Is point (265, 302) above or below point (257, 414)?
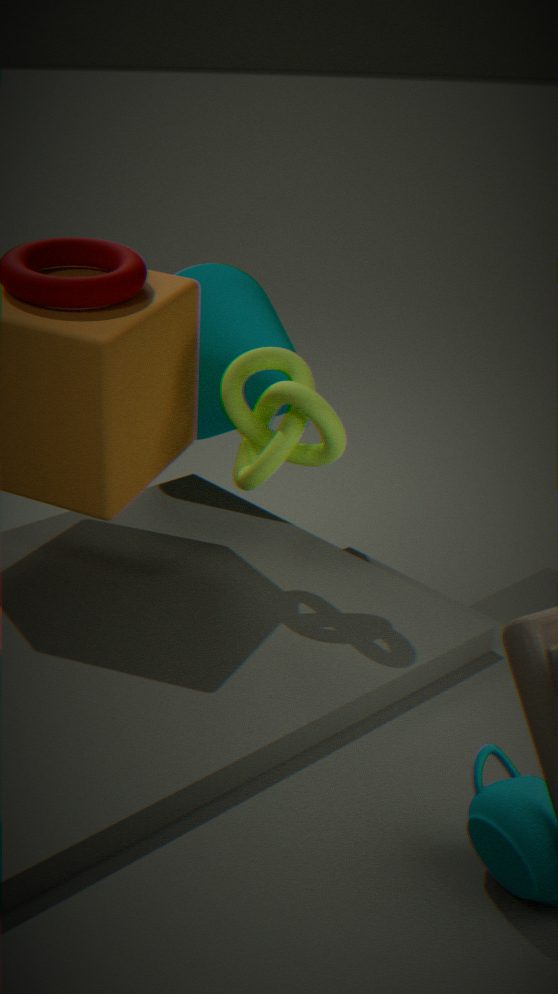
below
